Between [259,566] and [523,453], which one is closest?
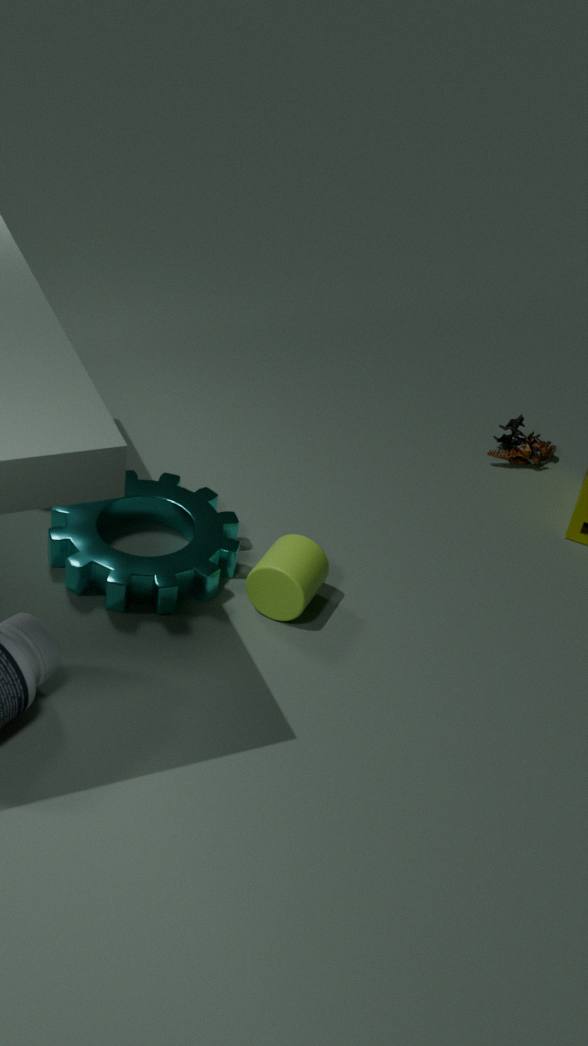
[259,566]
